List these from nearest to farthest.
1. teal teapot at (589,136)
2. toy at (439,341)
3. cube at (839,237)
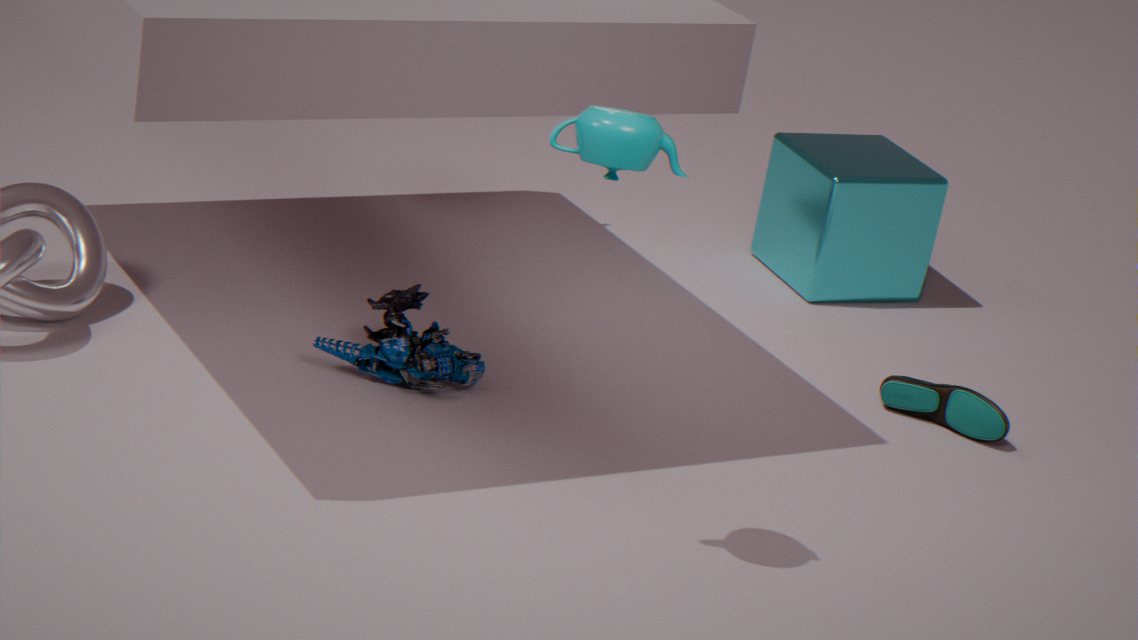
teal teapot at (589,136), toy at (439,341), cube at (839,237)
